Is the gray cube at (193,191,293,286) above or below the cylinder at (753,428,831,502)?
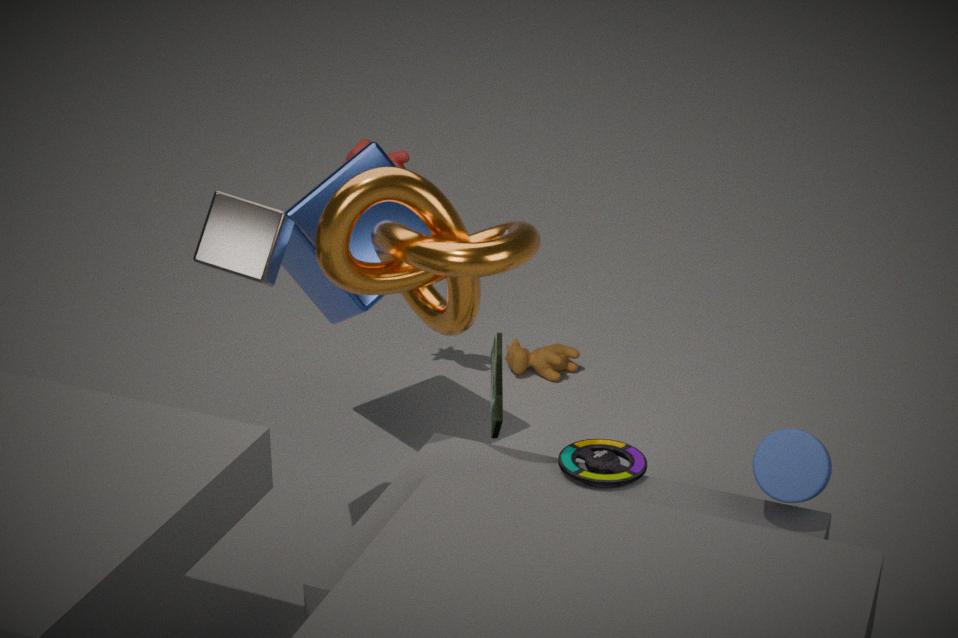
above
